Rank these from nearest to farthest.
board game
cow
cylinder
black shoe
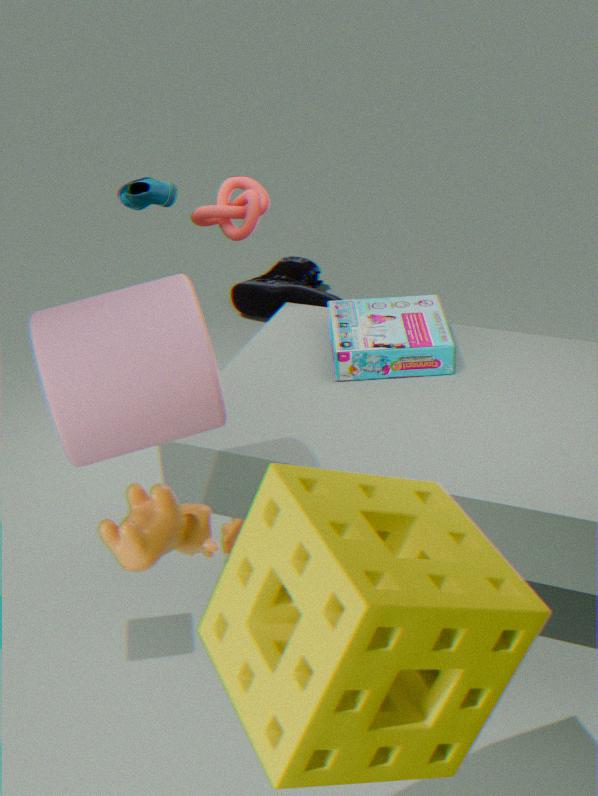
cow
cylinder
board game
black shoe
